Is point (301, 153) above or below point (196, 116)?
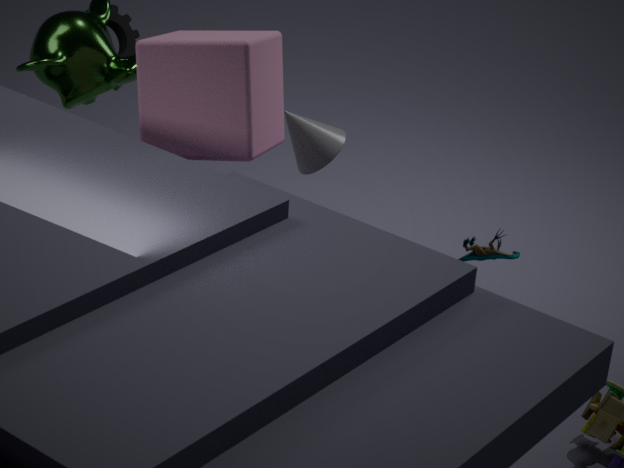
below
